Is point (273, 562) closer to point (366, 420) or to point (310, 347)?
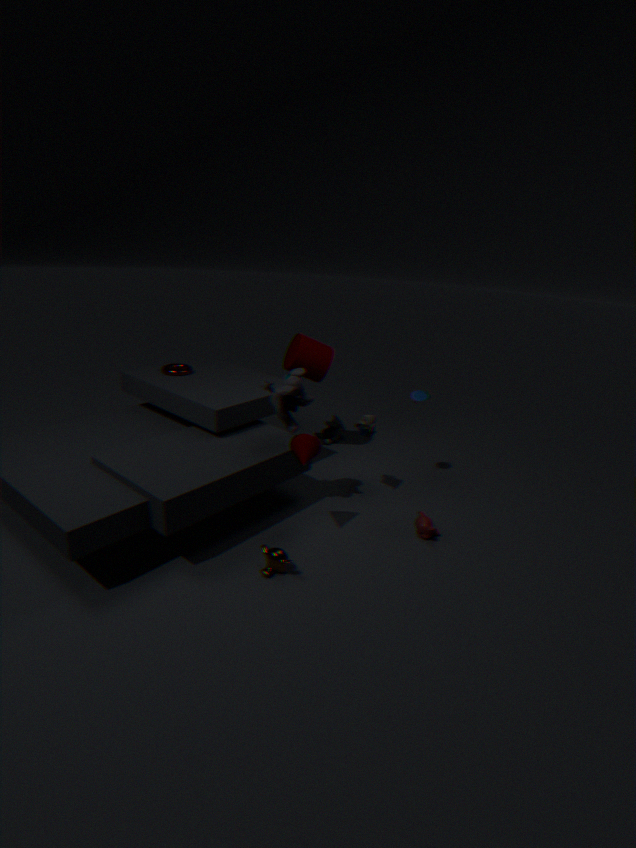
point (366, 420)
